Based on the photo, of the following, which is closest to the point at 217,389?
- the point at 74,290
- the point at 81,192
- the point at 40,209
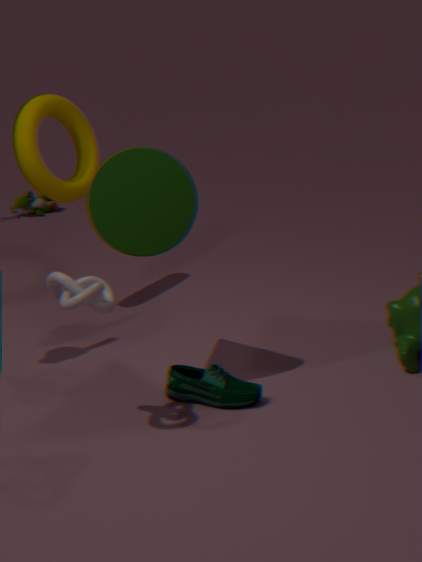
the point at 74,290
